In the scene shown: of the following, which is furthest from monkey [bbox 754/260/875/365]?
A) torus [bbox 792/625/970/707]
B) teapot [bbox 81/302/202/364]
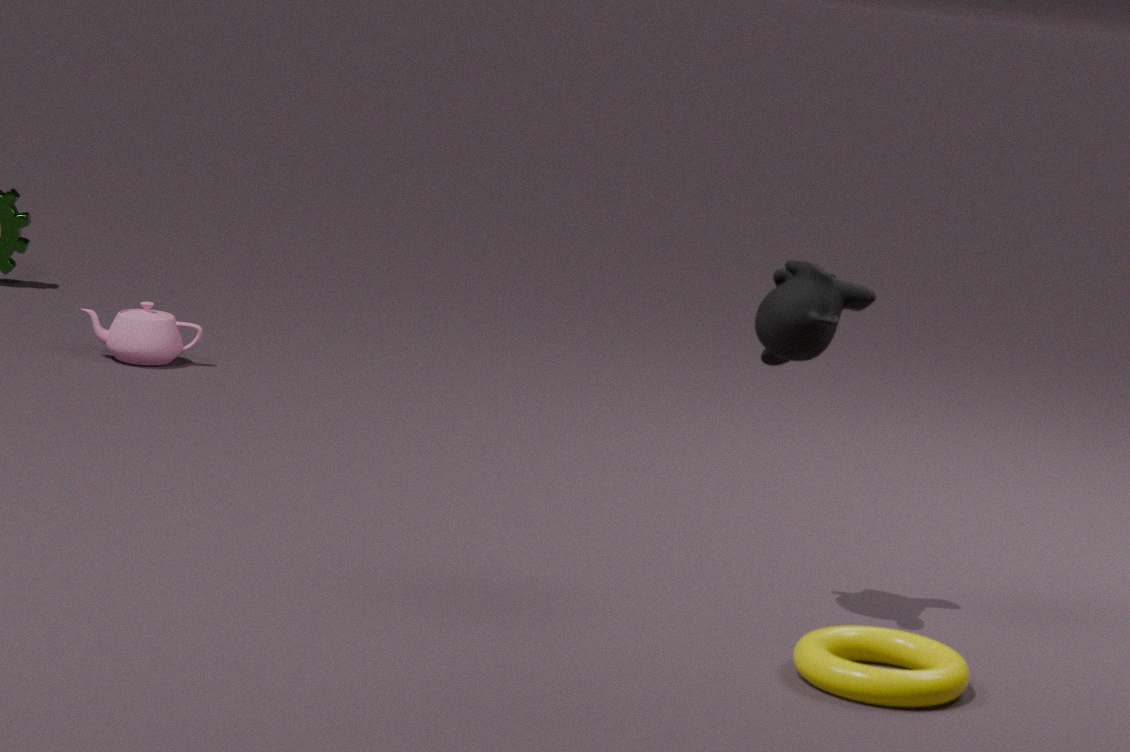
teapot [bbox 81/302/202/364]
